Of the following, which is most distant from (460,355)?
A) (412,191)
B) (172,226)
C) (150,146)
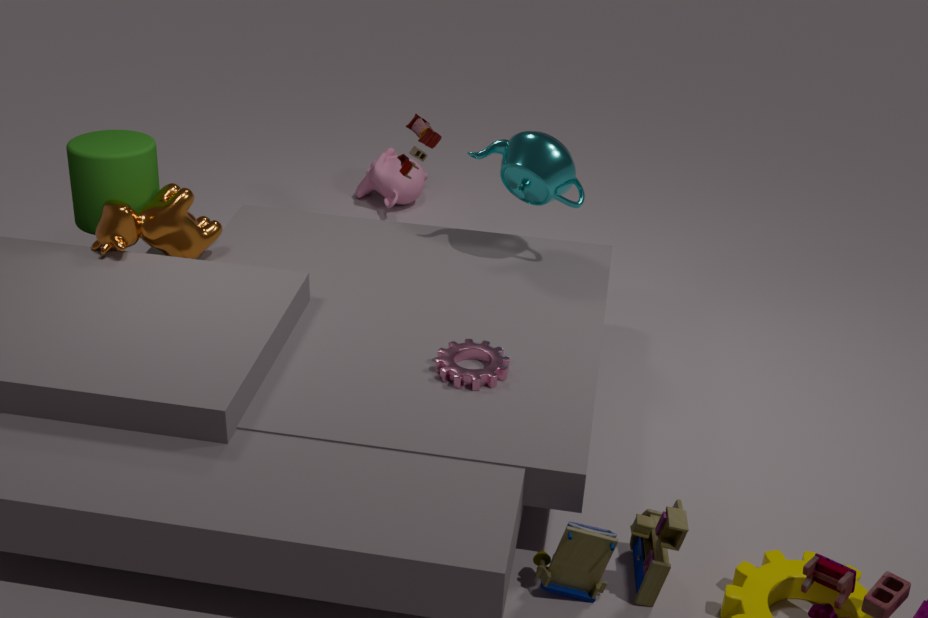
(412,191)
